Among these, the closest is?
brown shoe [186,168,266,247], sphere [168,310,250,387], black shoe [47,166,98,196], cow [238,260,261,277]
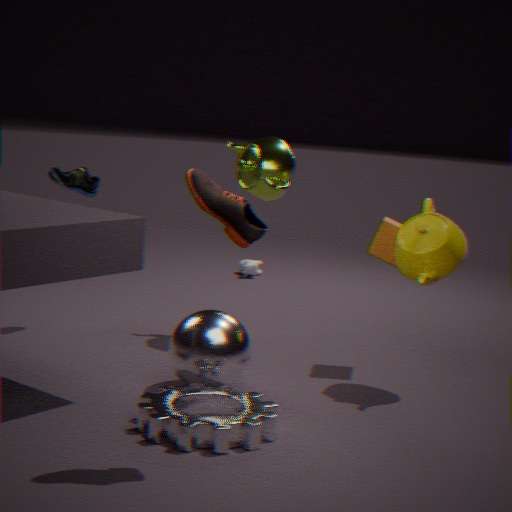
brown shoe [186,168,266,247]
